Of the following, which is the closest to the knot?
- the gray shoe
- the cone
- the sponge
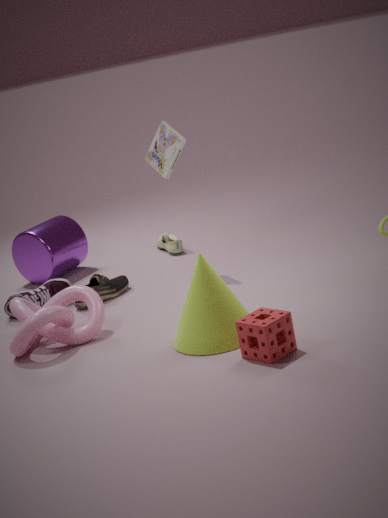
the cone
